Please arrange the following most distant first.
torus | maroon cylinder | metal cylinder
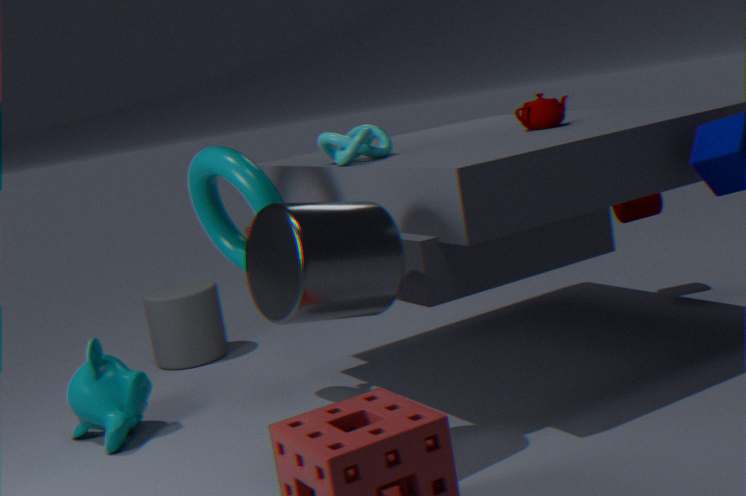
maroon cylinder
torus
metal cylinder
